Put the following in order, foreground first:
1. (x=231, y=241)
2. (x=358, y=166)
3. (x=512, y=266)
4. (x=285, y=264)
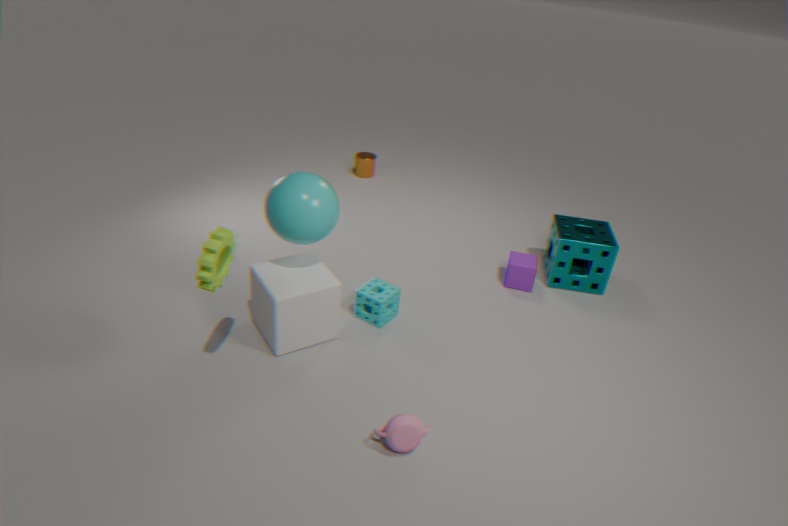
(x=231, y=241) < (x=285, y=264) < (x=512, y=266) < (x=358, y=166)
